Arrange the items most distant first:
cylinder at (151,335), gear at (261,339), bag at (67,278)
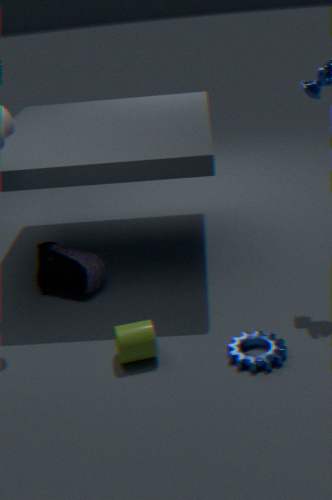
bag at (67,278) < cylinder at (151,335) < gear at (261,339)
